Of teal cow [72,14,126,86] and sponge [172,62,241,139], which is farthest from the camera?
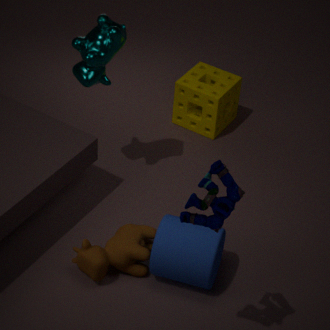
sponge [172,62,241,139]
